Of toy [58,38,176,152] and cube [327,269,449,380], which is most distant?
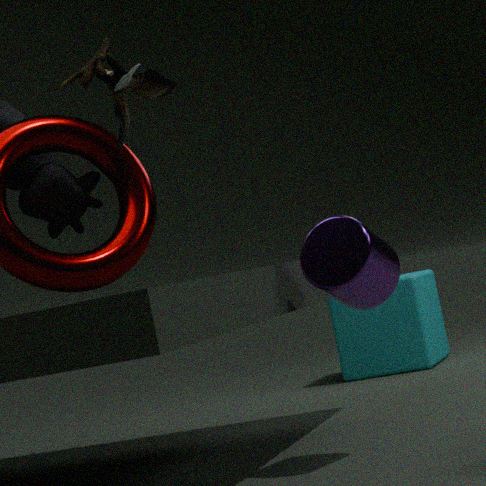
cube [327,269,449,380]
